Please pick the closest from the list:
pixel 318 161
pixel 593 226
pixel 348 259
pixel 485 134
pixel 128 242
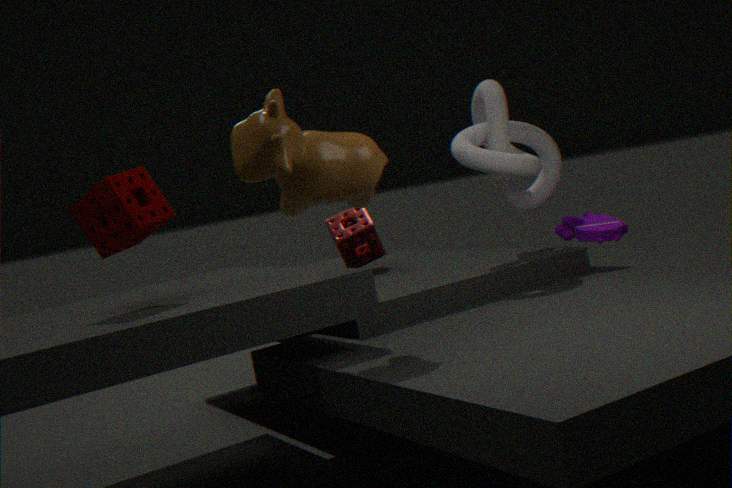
pixel 318 161
